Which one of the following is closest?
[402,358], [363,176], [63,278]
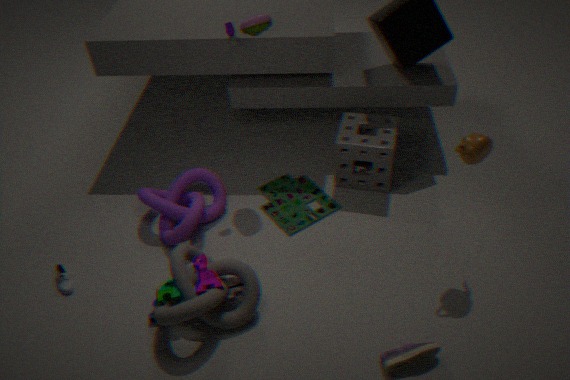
[402,358]
